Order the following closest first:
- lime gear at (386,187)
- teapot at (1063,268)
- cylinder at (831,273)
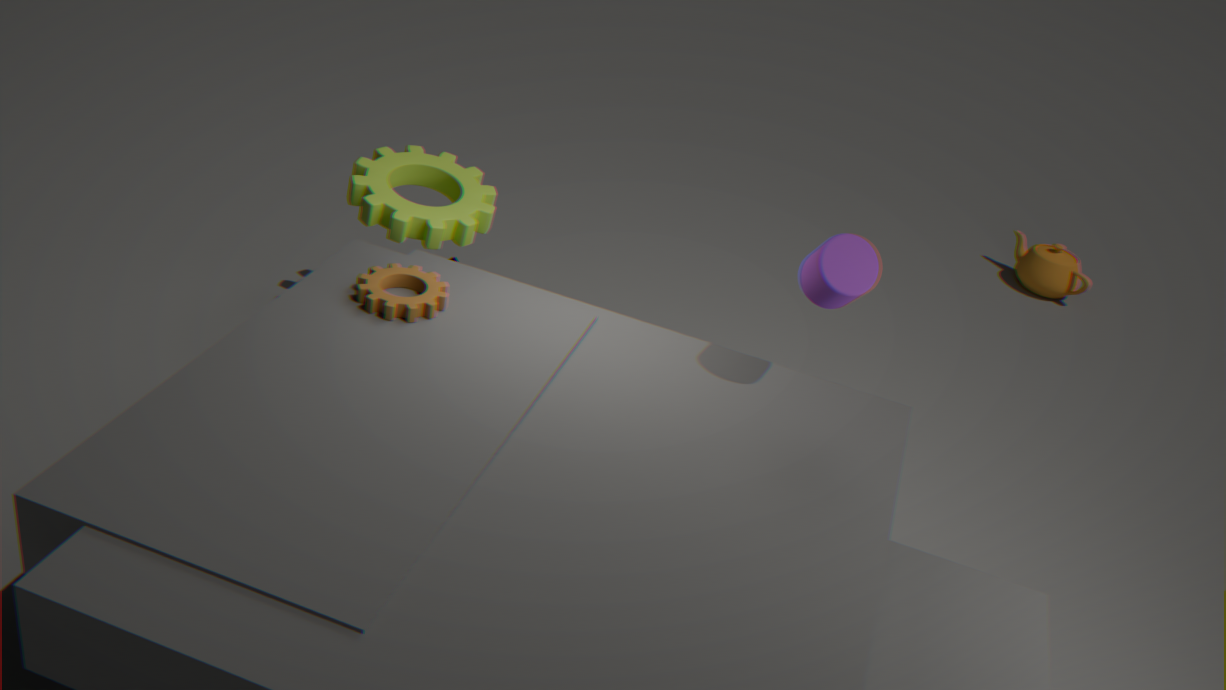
cylinder at (831,273) < lime gear at (386,187) < teapot at (1063,268)
